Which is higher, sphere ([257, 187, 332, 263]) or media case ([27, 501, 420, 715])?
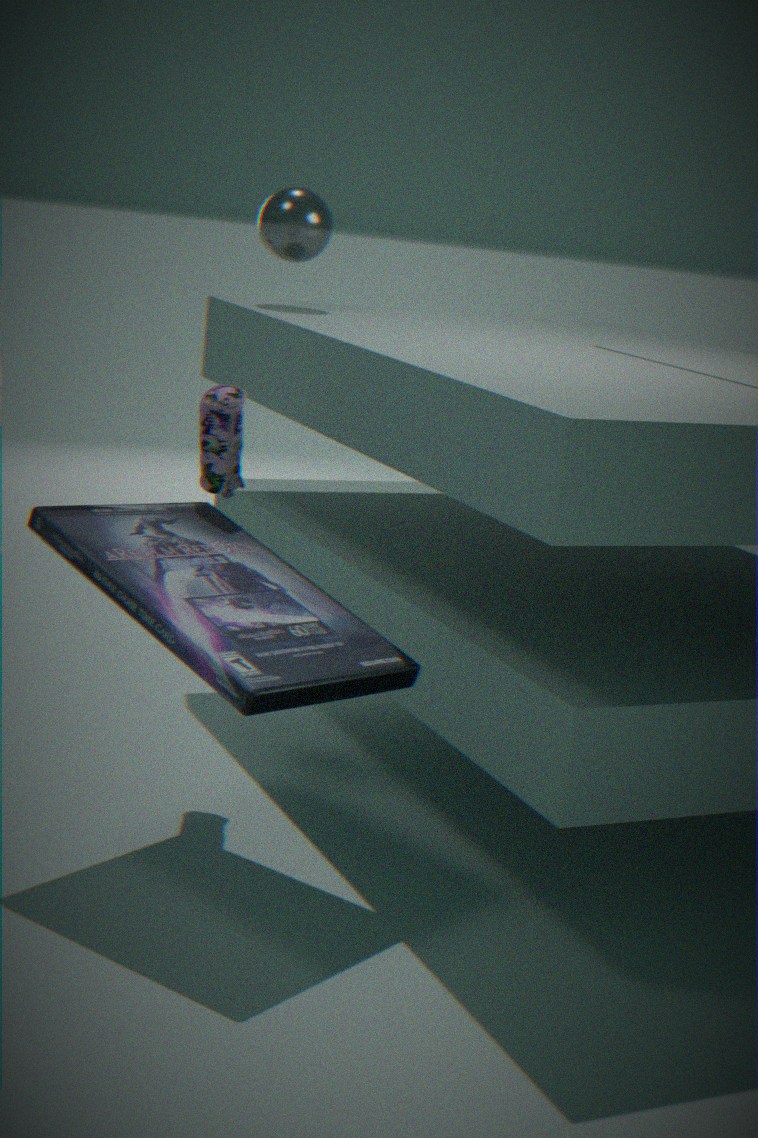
sphere ([257, 187, 332, 263])
